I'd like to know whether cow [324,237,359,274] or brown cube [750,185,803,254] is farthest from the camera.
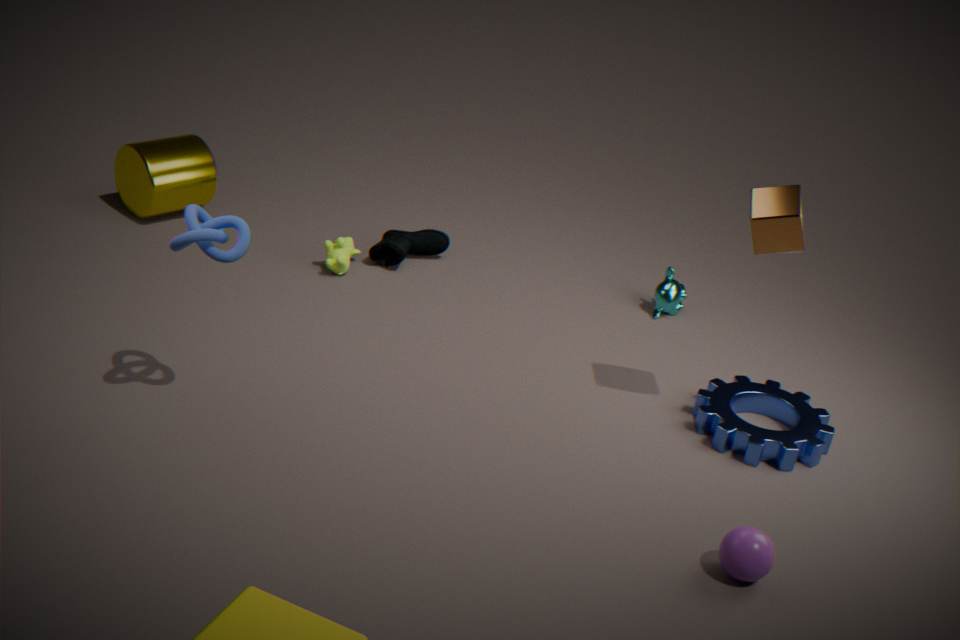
cow [324,237,359,274]
